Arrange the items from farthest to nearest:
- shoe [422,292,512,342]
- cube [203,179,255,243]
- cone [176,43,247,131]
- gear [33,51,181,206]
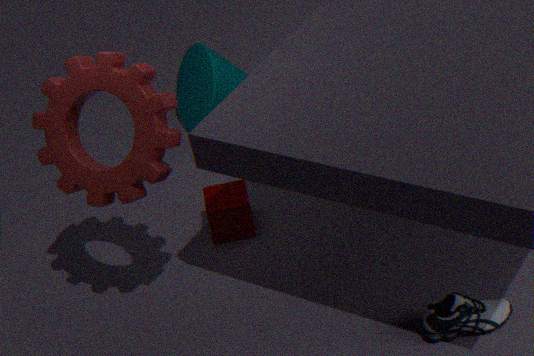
cone [176,43,247,131], cube [203,179,255,243], shoe [422,292,512,342], gear [33,51,181,206]
